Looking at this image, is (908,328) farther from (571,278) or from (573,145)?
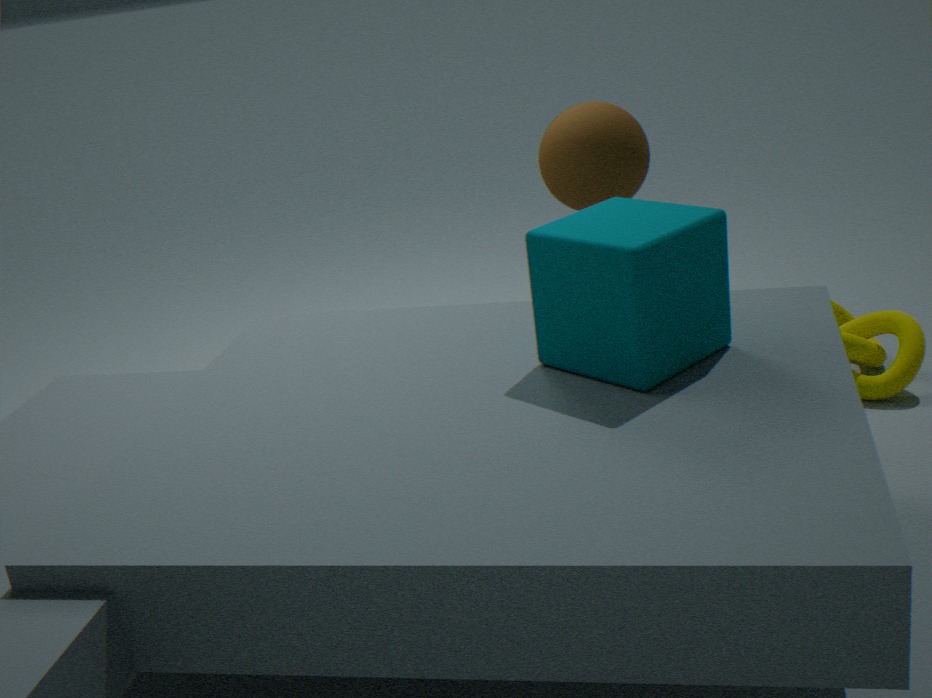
(571,278)
